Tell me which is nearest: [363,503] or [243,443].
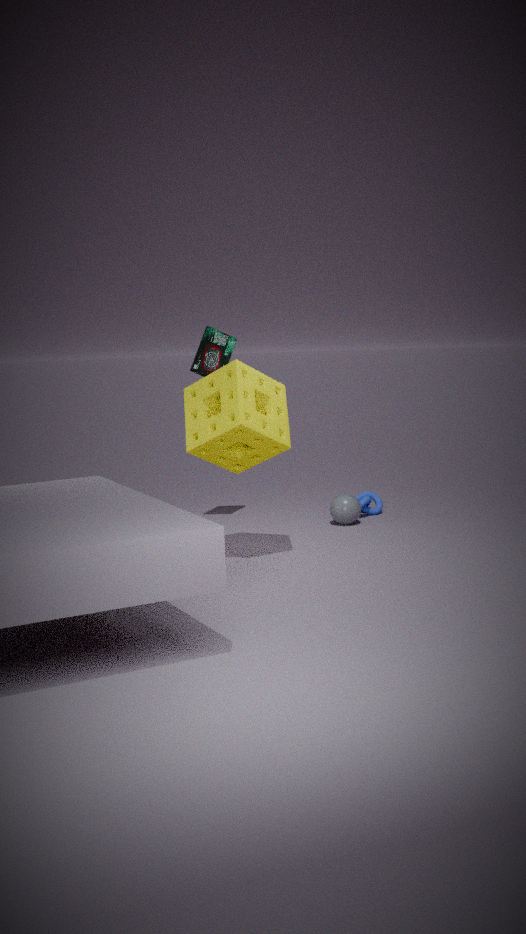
[243,443]
